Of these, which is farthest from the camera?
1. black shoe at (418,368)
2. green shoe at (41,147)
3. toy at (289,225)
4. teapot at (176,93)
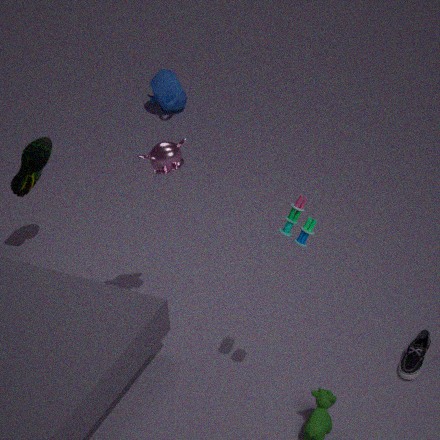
teapot at (176,93)
